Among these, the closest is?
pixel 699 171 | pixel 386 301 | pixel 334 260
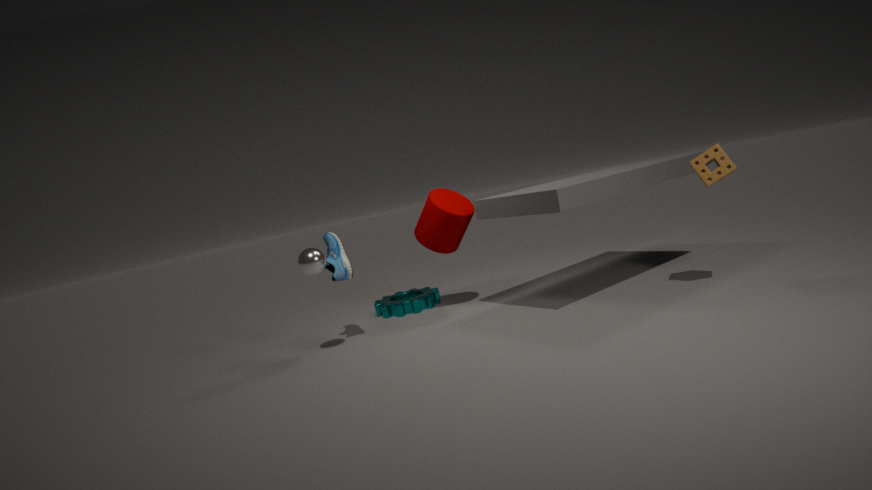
pixel 699 171
